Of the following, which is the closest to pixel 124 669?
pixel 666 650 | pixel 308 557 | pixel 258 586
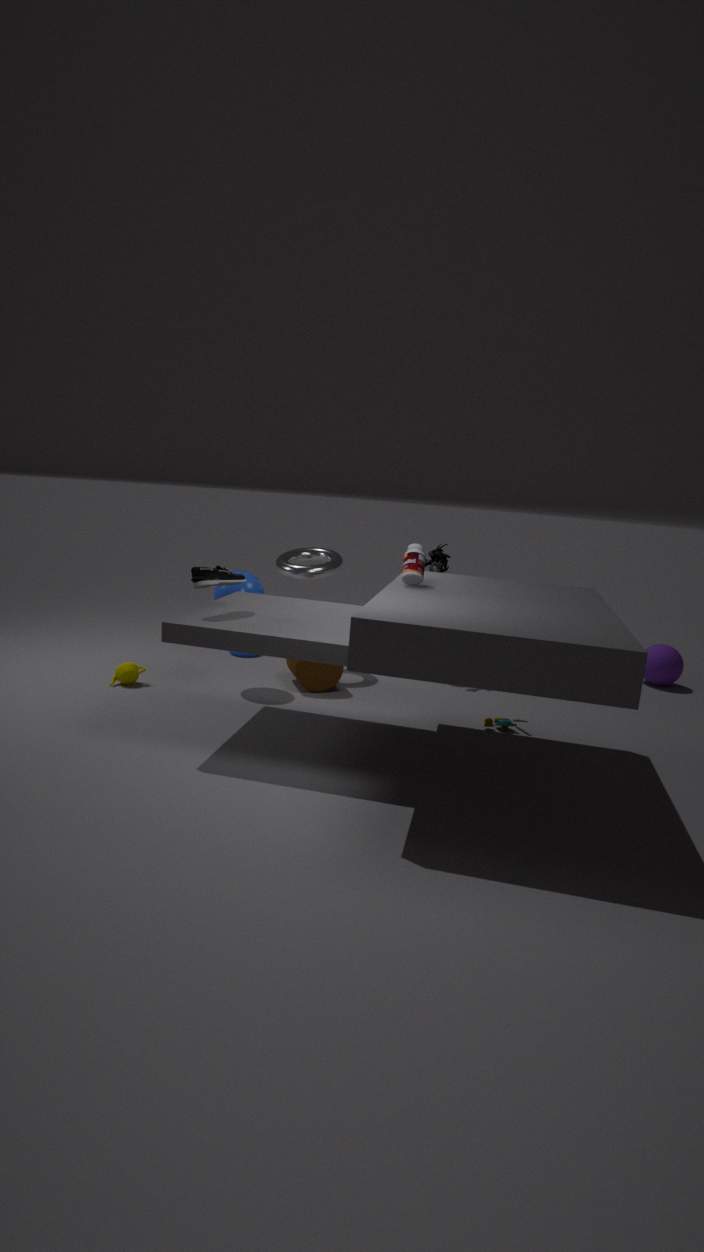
pixel 258 586
